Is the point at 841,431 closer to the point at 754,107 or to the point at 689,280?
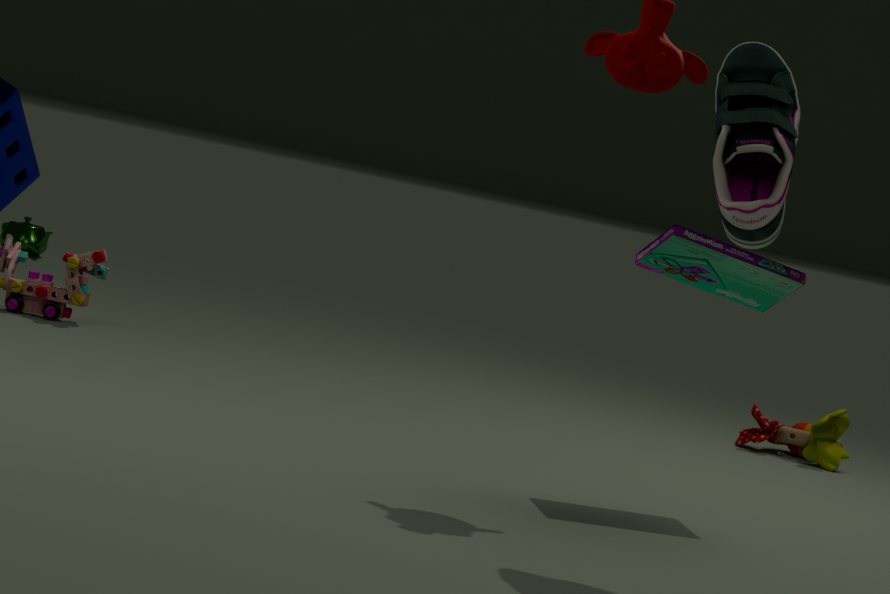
the point at 689,280
